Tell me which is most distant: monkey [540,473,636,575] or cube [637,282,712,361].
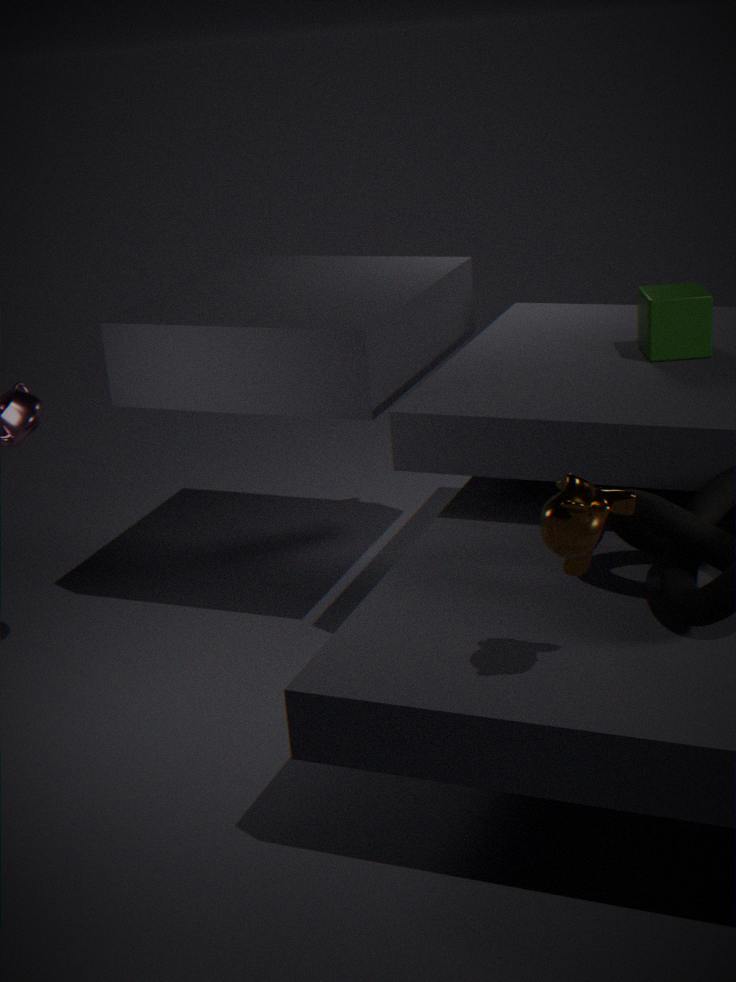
cube [637,282,712,361]
